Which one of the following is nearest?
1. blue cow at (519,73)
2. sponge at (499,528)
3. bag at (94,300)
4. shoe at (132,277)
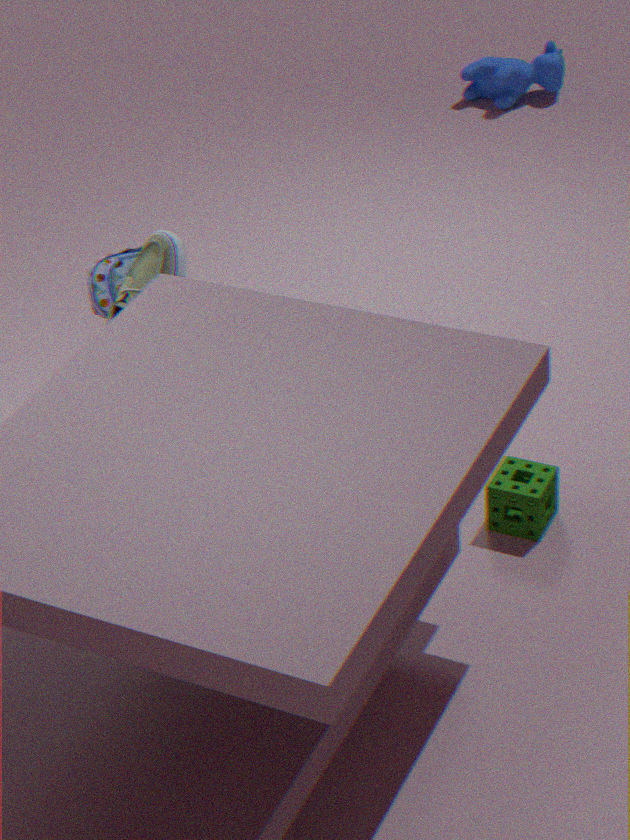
sponge at (499,528)
